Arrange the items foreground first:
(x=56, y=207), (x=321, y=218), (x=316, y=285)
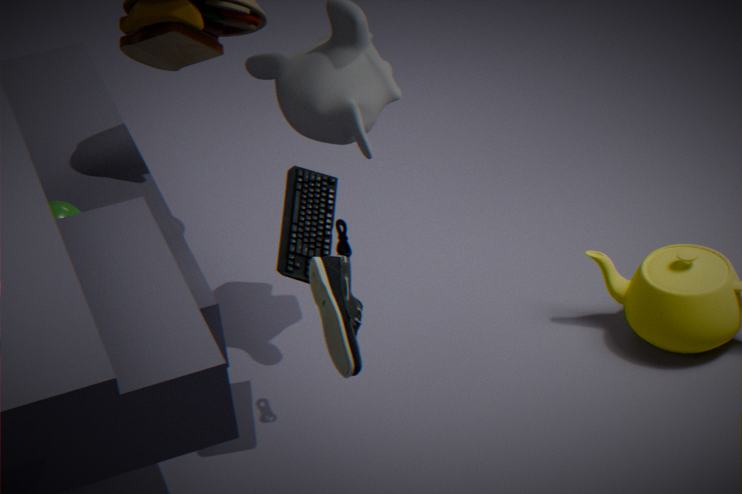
(x=316, y=285) < (x=321, y=218) < (x=56, y=207)
